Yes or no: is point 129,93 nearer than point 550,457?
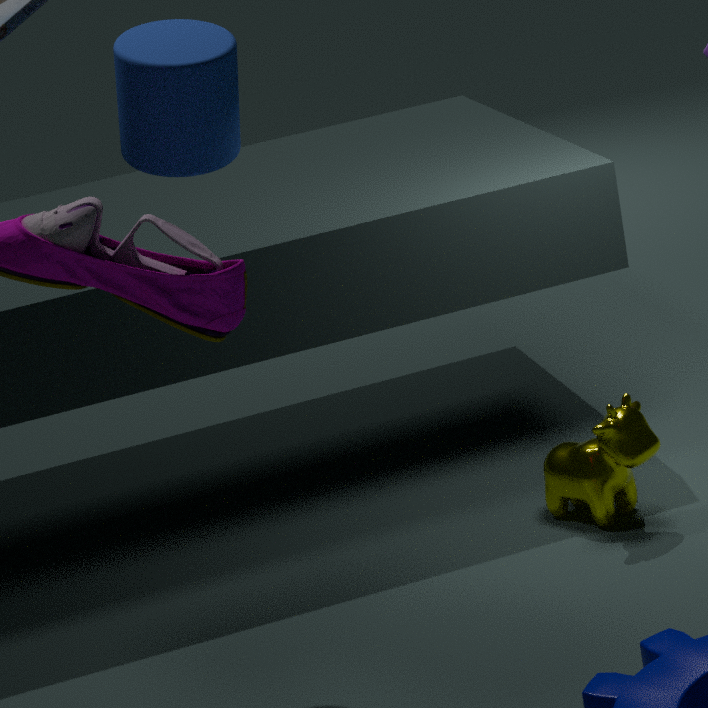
Yes
